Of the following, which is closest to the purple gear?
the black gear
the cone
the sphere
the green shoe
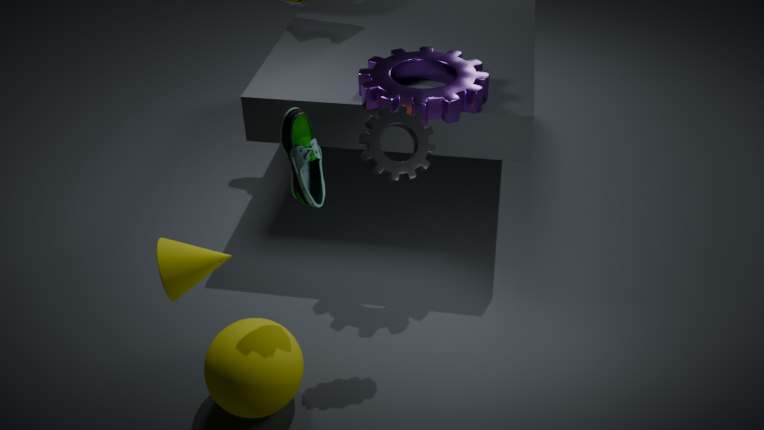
the black gear
